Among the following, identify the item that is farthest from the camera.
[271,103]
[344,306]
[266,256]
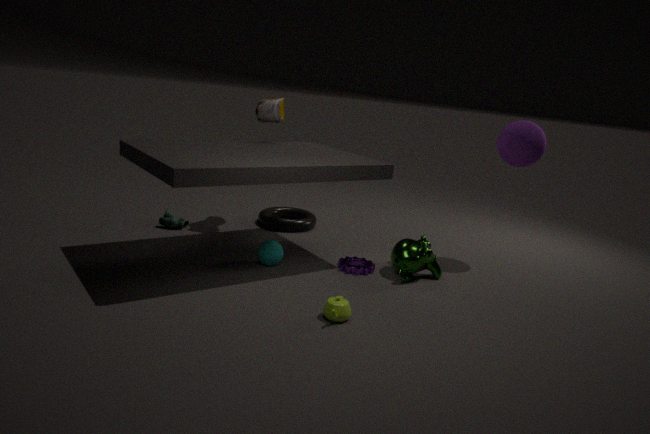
[271,103]
